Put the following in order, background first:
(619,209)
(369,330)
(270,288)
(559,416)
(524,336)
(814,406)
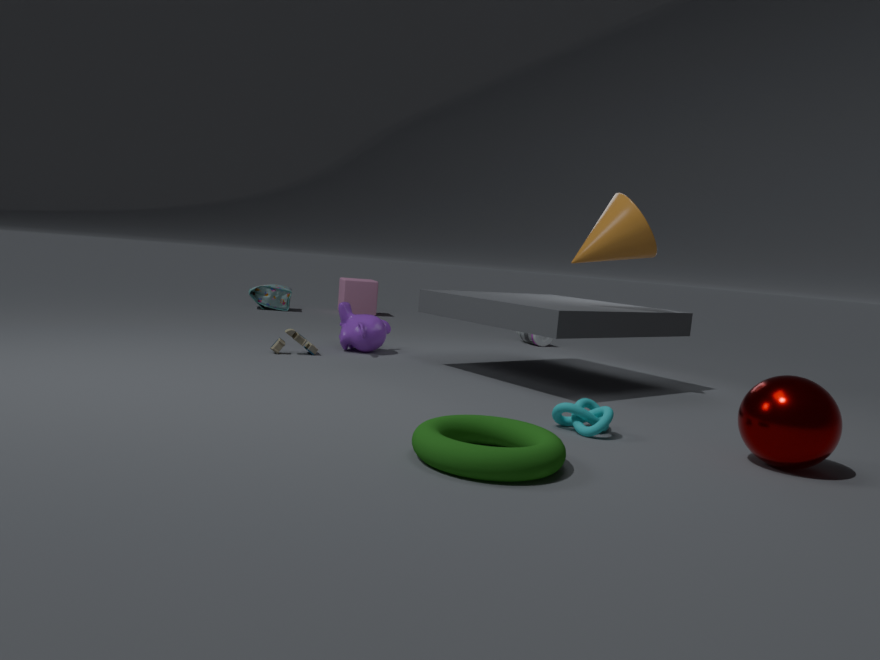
1. (270,288)
2. (524,336)
3. (369,330)
4. (619,209)
5. (559,416)
6. (814,406)
